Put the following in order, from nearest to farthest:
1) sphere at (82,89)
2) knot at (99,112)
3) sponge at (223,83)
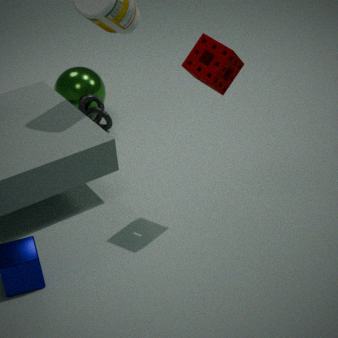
3. sponge at (223,83)
2. knot at (99,112)
1. sphere at (82,89)
